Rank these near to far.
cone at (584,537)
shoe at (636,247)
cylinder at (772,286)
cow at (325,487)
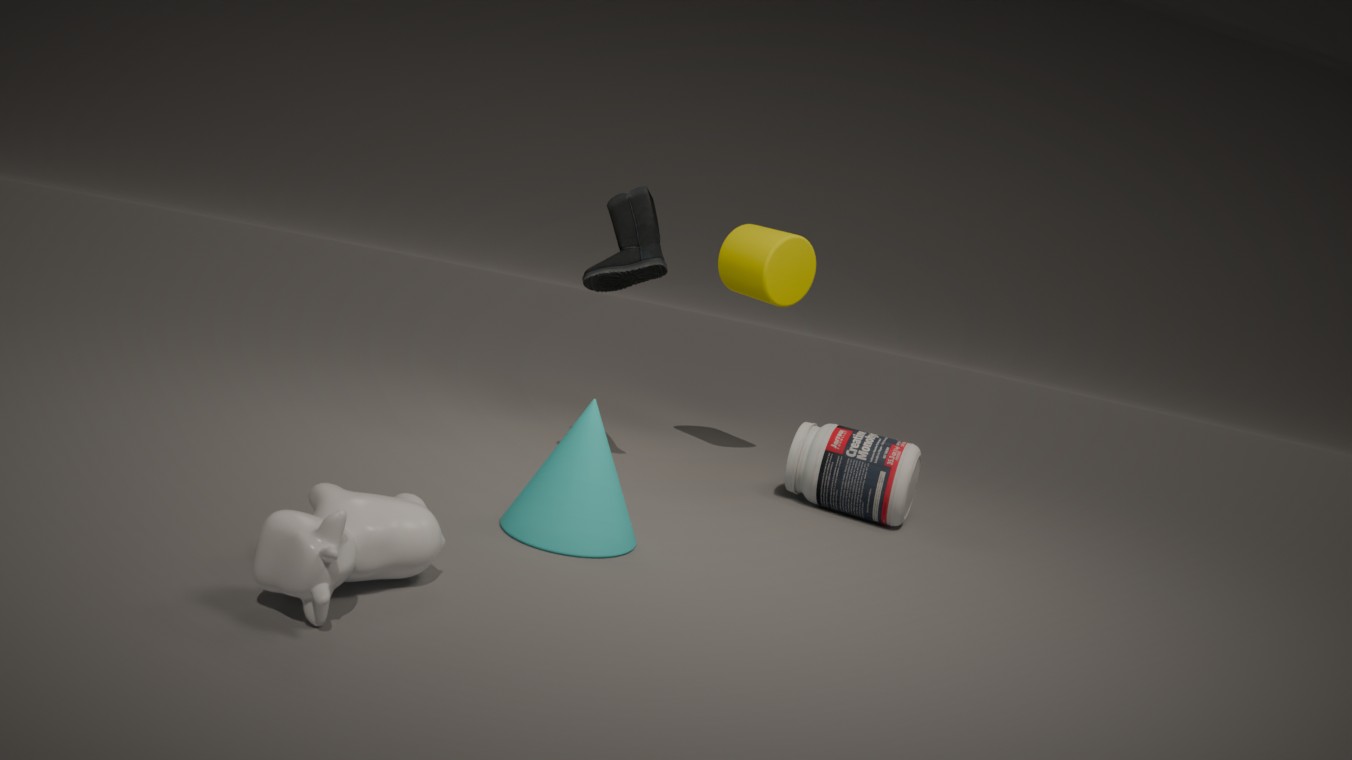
1. cow at (325,487)
2. cone at (584,537)
3. shoe at (636,247)
4. cylinder at (772,286)
